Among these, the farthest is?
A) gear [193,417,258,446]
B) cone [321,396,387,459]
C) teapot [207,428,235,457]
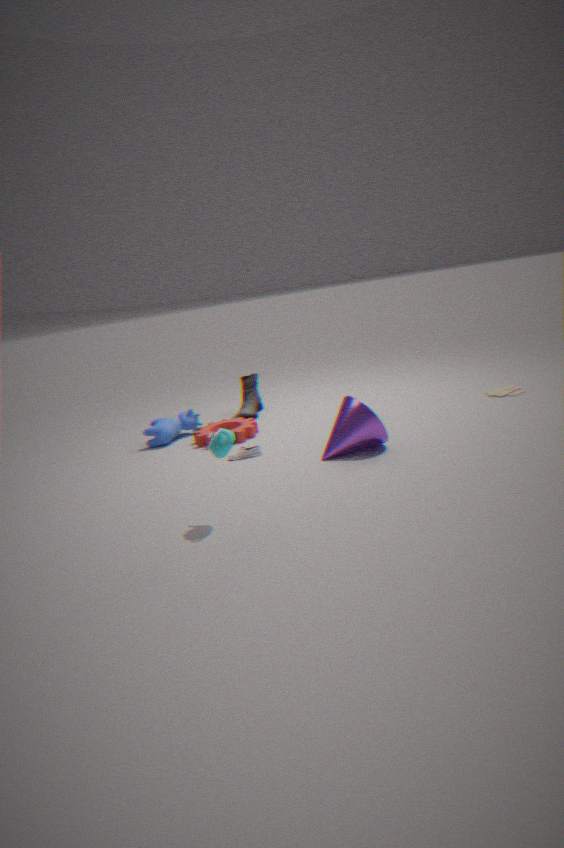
gear [193,417,258,446]
